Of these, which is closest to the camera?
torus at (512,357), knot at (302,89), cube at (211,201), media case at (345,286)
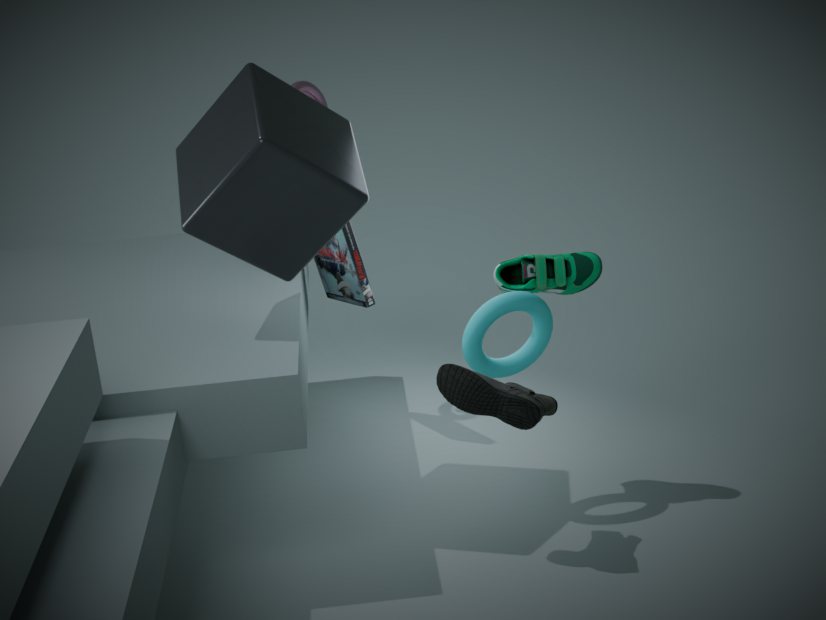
cube at (211,201)
